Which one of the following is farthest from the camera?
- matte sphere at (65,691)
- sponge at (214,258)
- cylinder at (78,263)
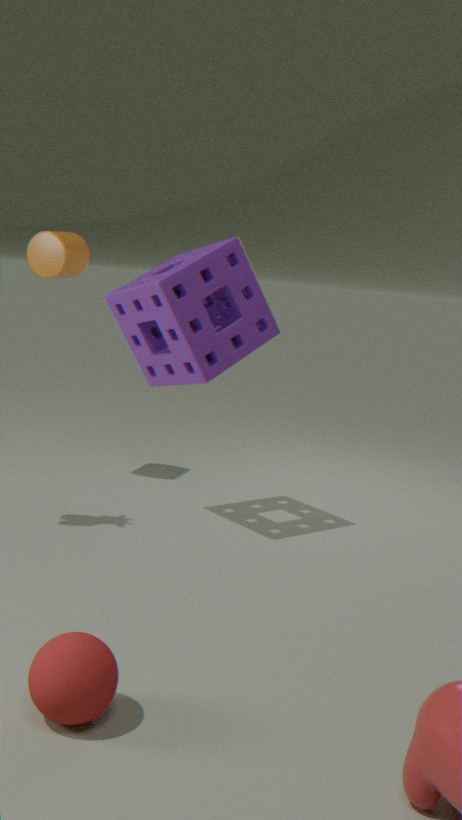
cylinder at (78,263)
